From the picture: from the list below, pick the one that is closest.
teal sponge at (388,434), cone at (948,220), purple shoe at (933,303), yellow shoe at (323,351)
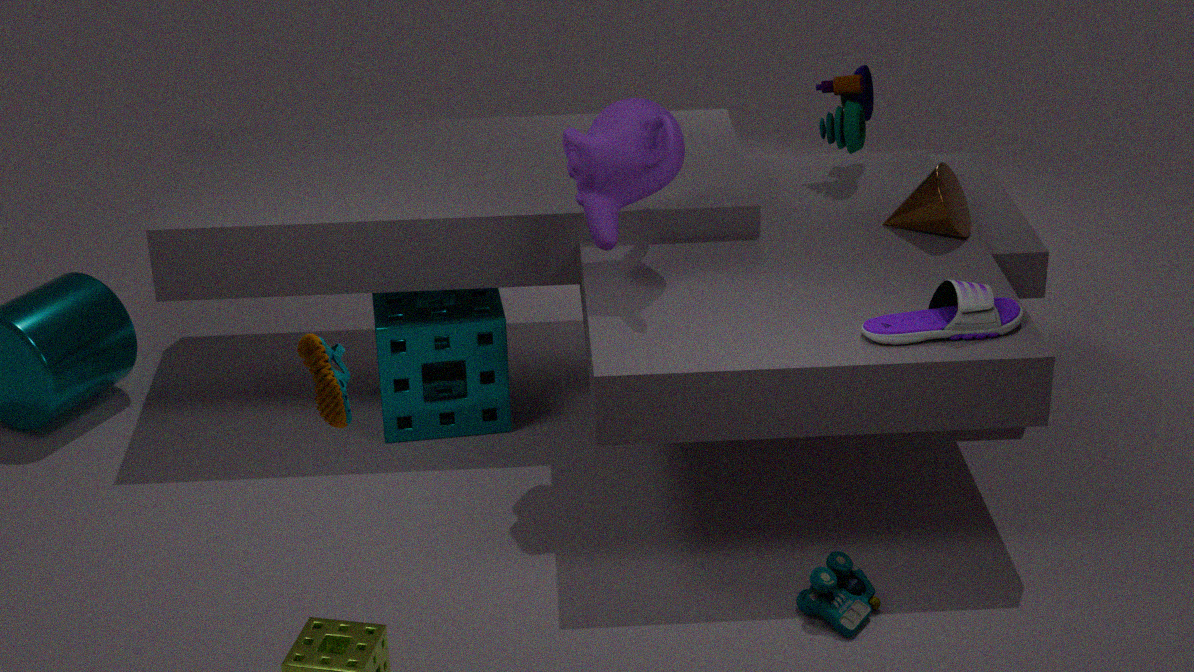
yellow shoe at (323,351)
